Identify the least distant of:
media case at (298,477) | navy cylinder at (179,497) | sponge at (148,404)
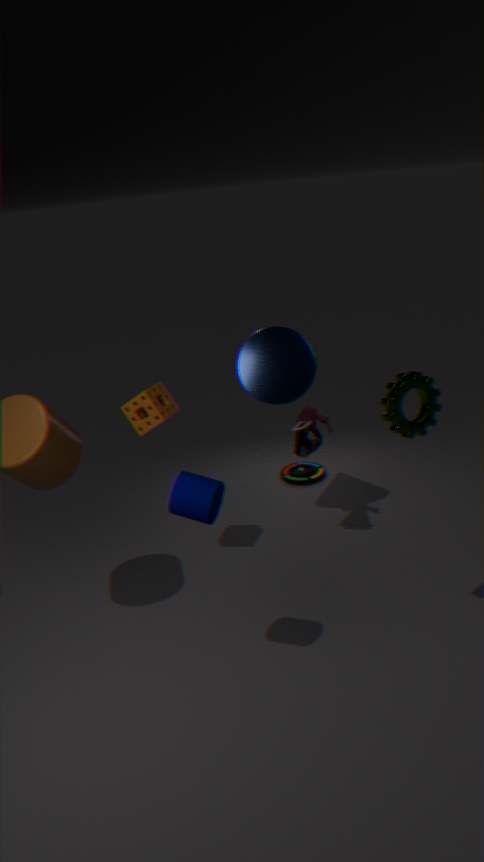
navy cylinder at (179,497)
